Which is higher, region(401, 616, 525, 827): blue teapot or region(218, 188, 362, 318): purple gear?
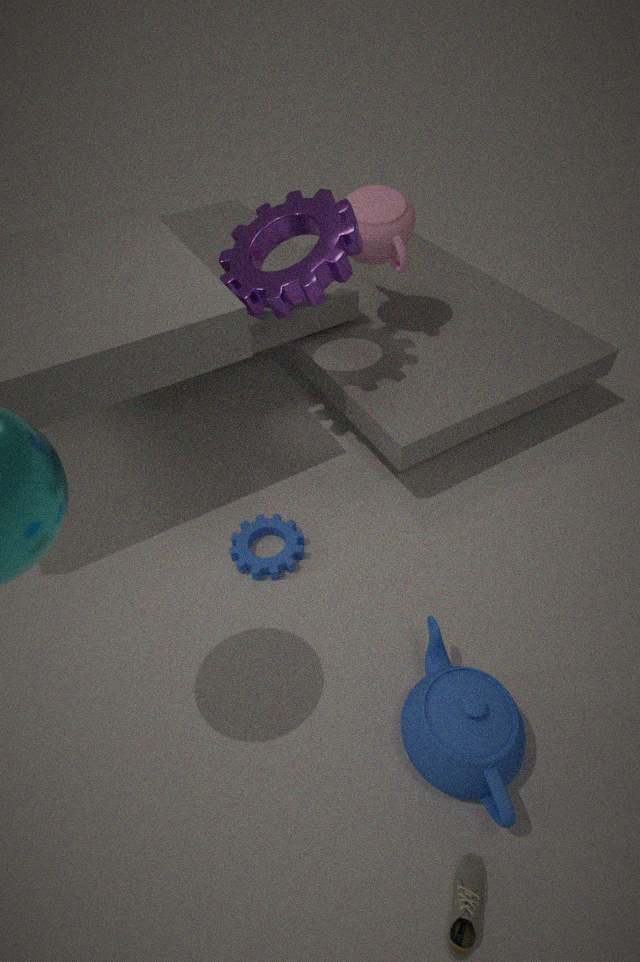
region(218, 188, 362, 318): purple gear
